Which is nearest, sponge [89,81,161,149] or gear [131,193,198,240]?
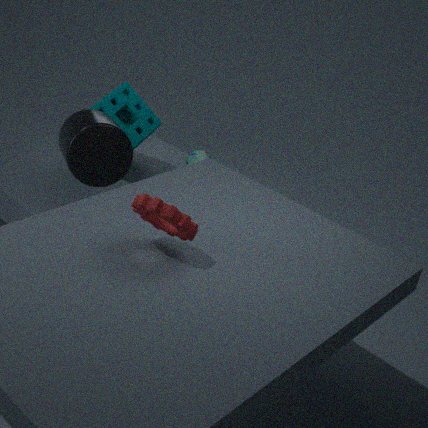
gear [131,193,198,240]
